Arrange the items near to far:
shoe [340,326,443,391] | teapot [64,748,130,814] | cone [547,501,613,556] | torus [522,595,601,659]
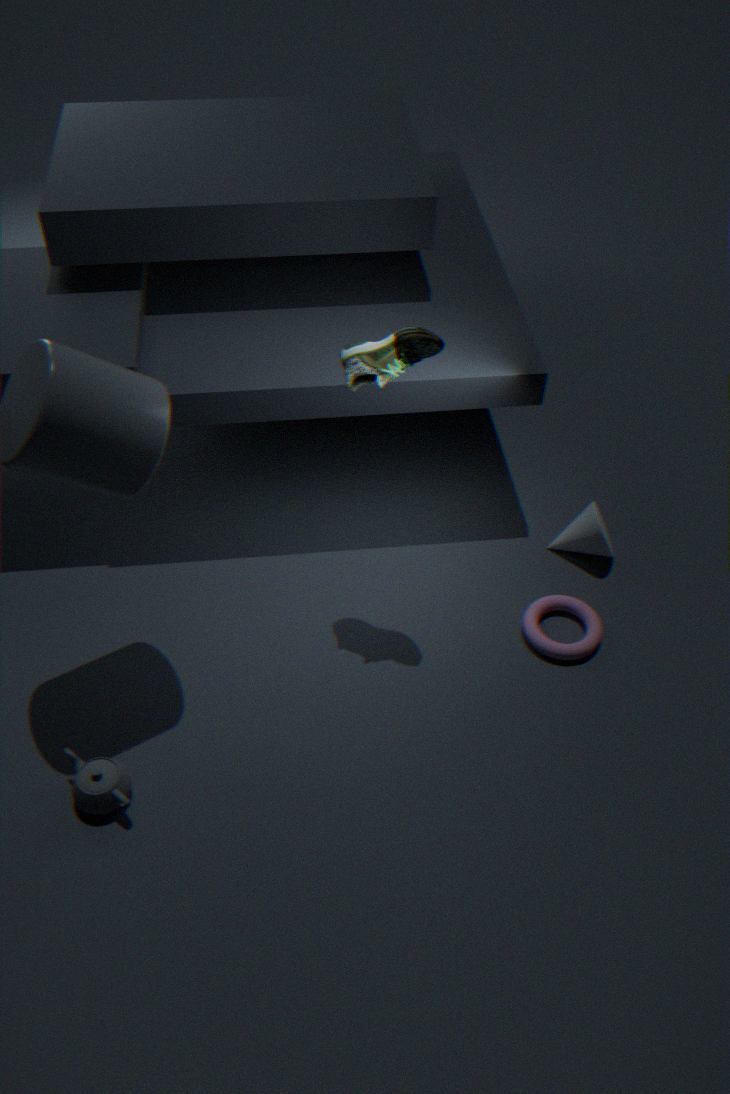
teapot [64,748,130,814]
shoe [340,326,443,391]
torus [522,595,601,659]
cone [547,501,613,556]
